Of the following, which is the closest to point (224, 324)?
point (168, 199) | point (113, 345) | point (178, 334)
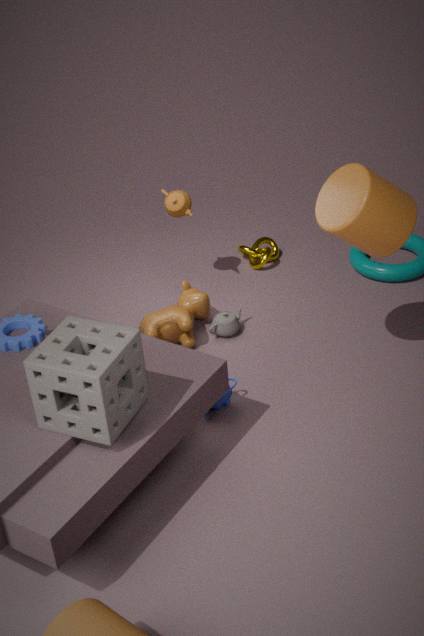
point (178, 334)
